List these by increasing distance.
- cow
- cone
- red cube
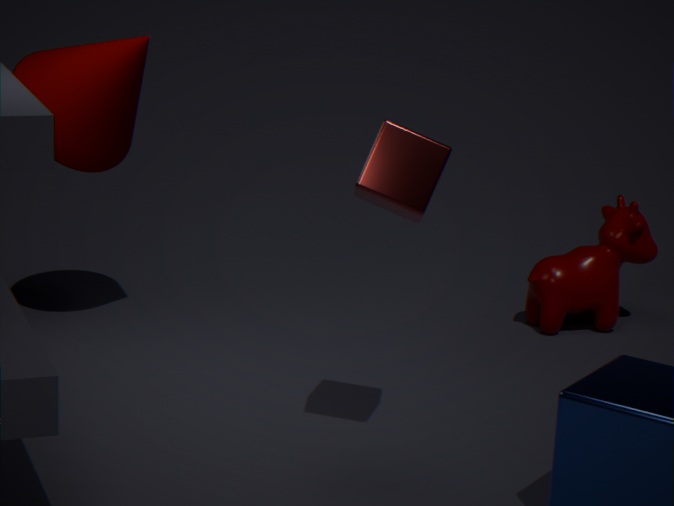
red cube → cone → cow
